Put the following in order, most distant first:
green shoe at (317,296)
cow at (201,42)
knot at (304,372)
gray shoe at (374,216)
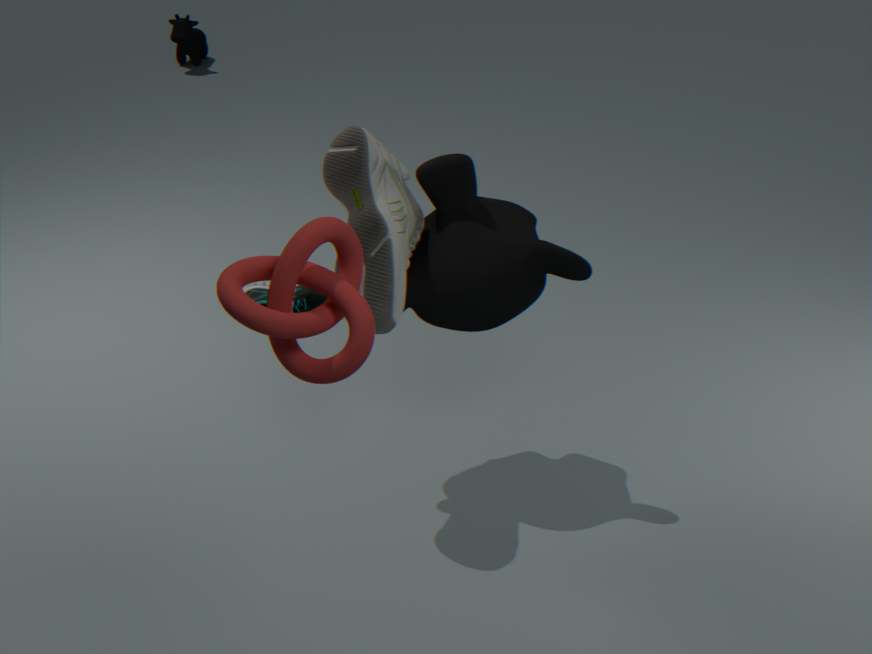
1. cow at (201,42)
2. green shoe at (317,296)
3. gray shoe at (374,216)
4. knot at (304,372)
